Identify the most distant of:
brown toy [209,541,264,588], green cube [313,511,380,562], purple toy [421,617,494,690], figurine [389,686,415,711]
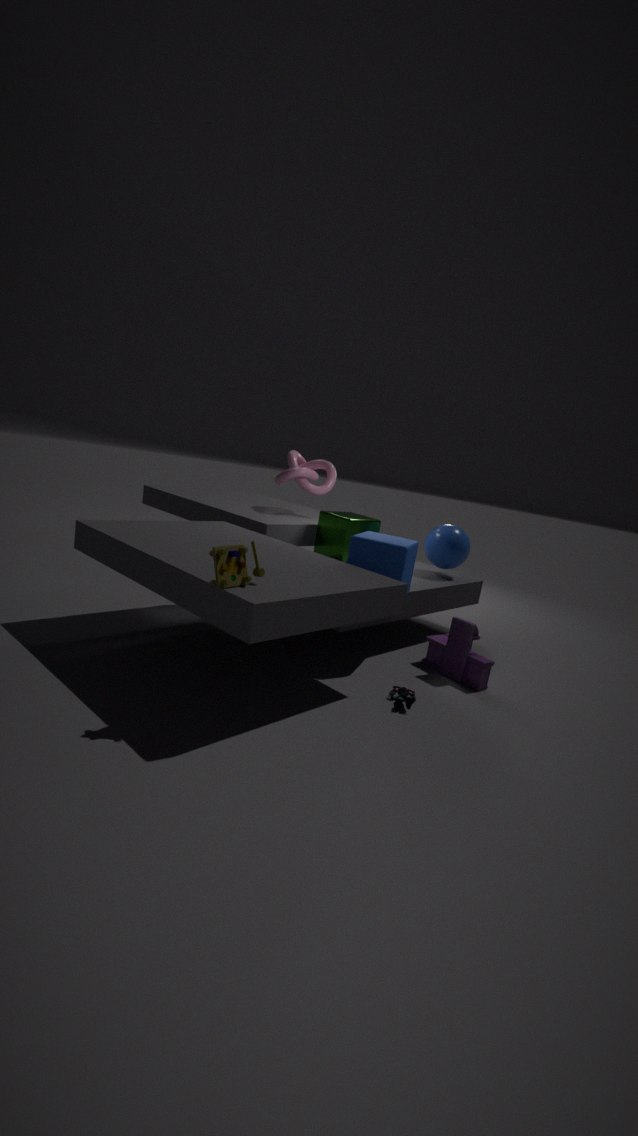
green cube [313,511,380,562]
